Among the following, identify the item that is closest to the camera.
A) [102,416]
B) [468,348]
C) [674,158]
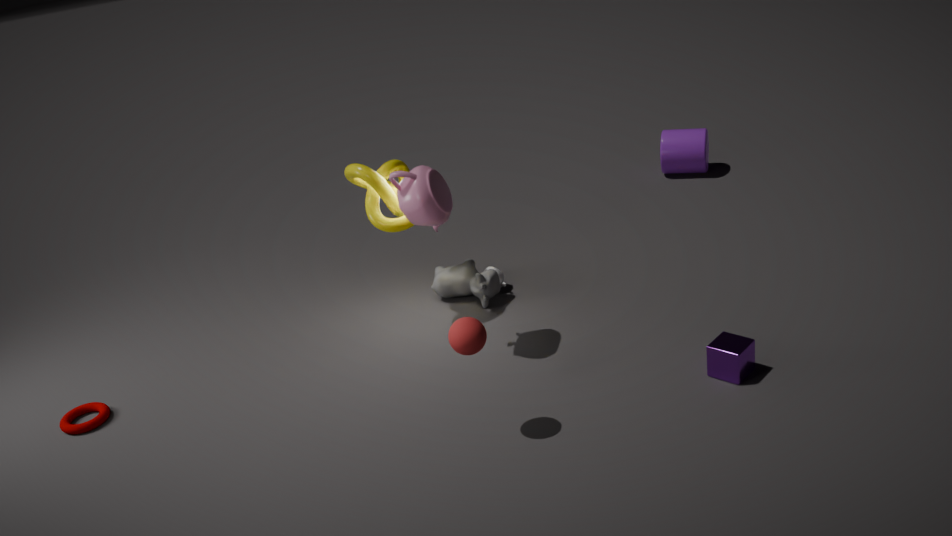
[468,348]
